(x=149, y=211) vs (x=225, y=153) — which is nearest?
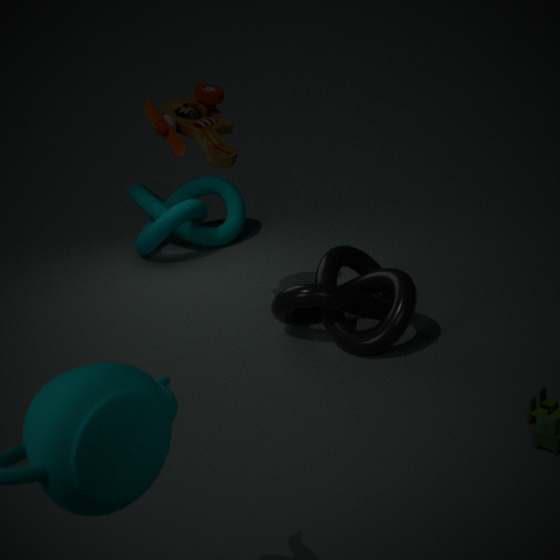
(x=225, y=153)
